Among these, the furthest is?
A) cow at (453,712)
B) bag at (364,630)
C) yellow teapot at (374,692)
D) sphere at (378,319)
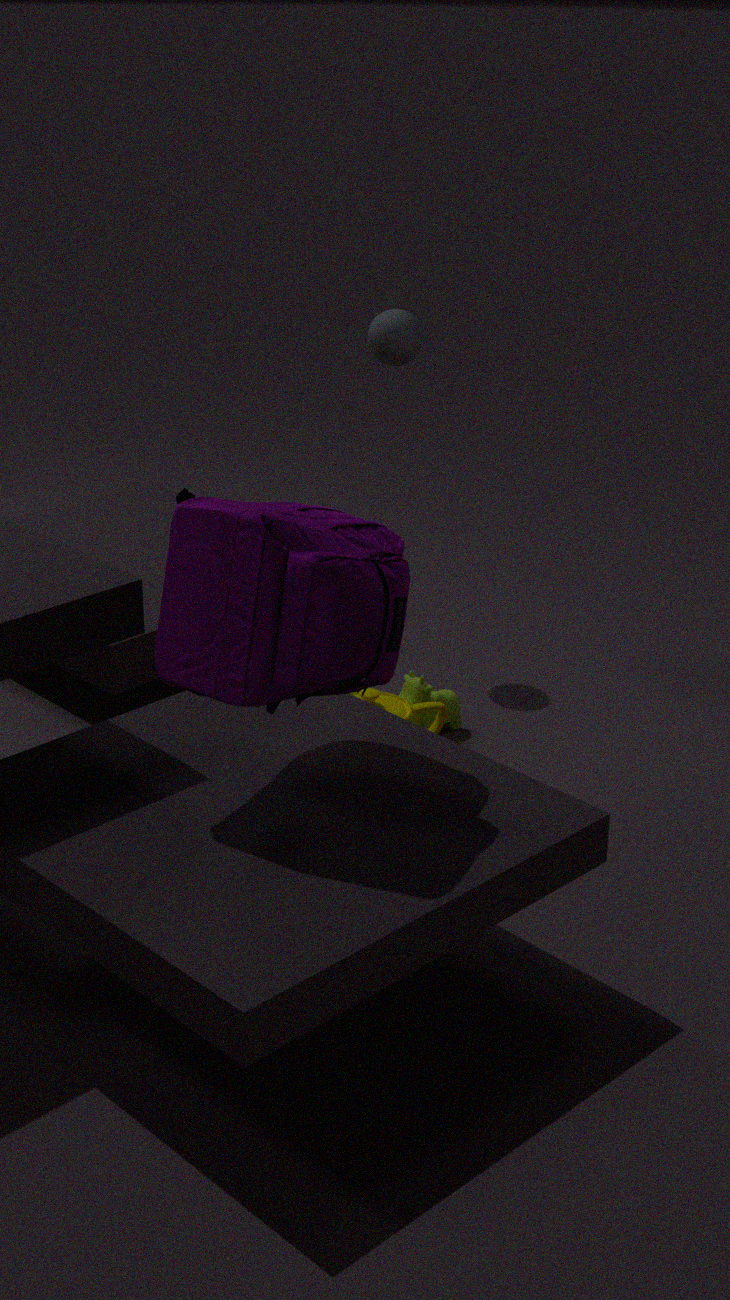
sphere at (378,319)
